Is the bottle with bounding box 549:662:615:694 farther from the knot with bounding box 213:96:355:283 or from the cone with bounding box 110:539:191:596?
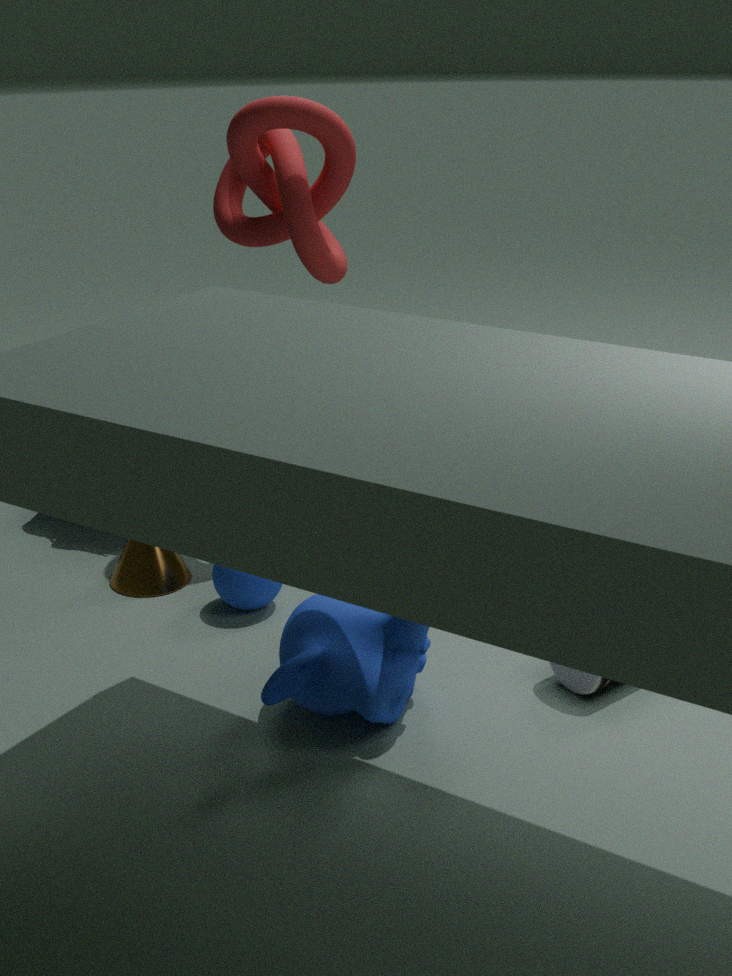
the knot with bounding box 213:96:355:283
